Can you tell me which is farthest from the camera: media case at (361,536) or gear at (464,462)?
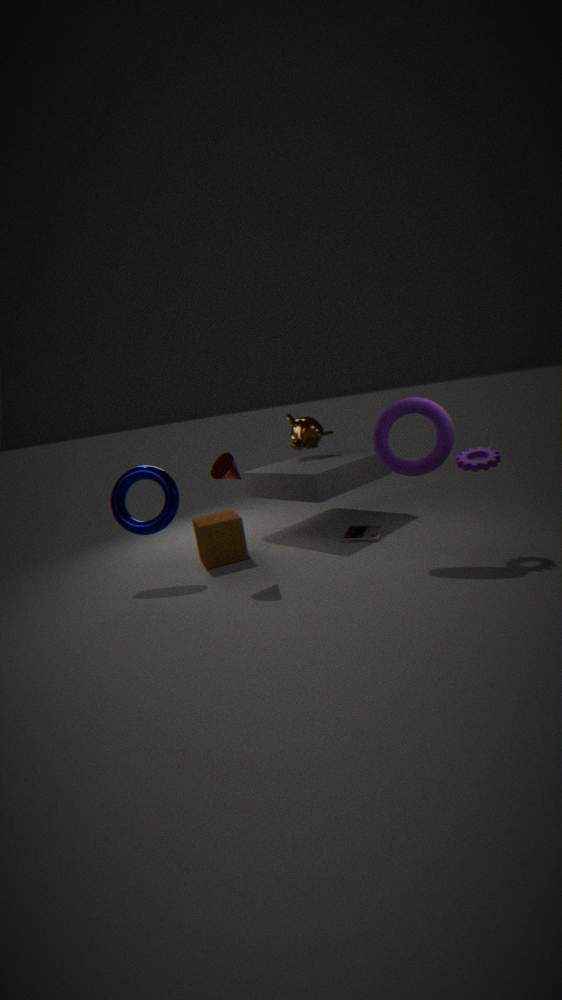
media case at (361,536)
